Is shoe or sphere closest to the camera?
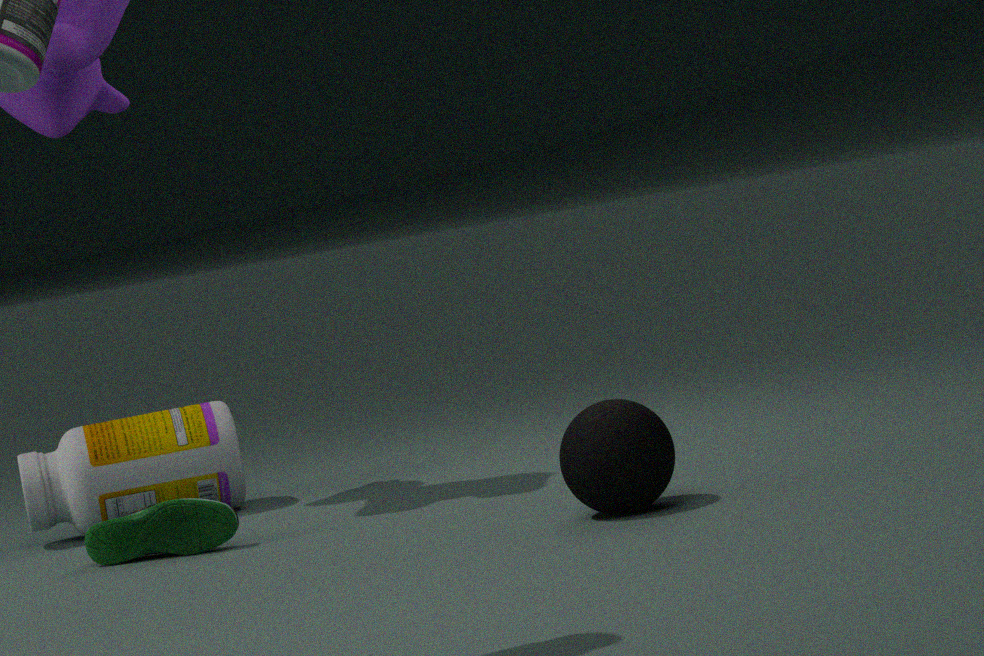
sphere
